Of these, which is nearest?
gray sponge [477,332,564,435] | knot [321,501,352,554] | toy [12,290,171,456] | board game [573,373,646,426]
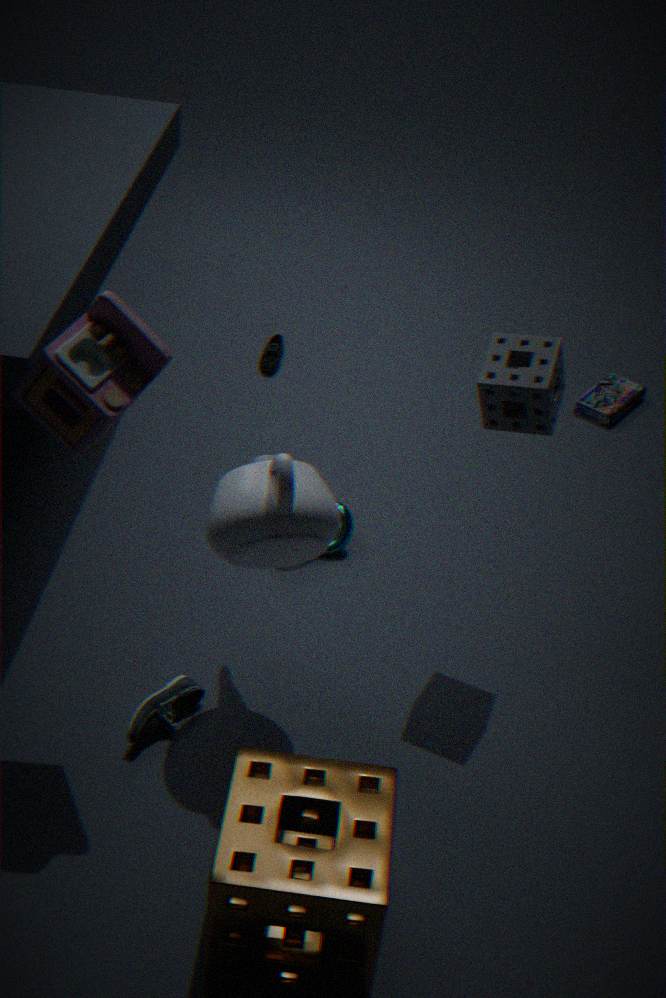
toy [12,290,171,456]
